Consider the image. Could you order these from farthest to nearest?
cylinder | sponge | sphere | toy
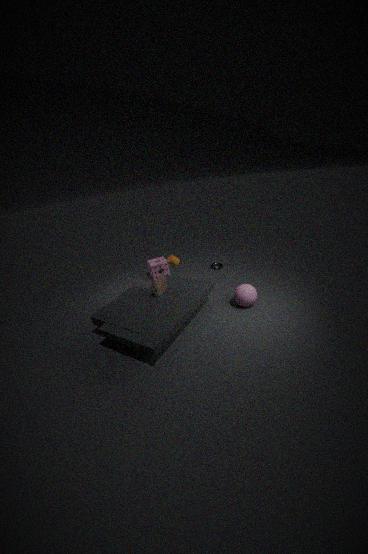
1. sponge
2. cylinder
3. toy
4. sphere
